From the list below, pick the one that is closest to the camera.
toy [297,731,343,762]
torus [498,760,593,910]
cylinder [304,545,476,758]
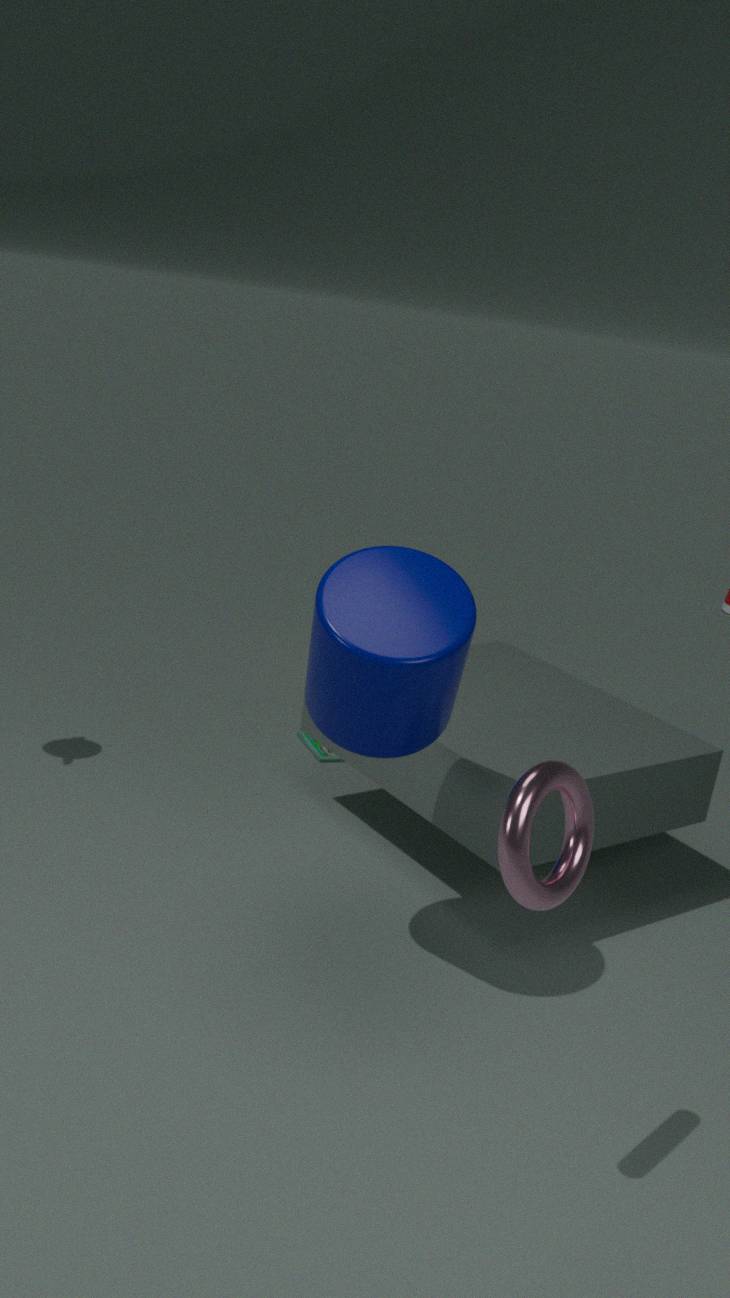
torus [498,760,593,910]
